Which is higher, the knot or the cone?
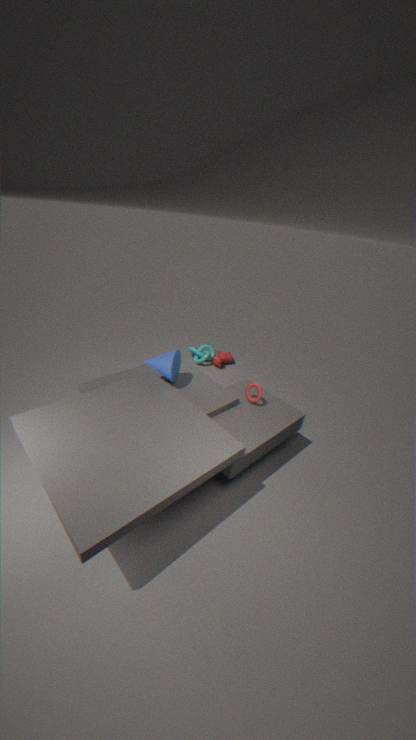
the cone
